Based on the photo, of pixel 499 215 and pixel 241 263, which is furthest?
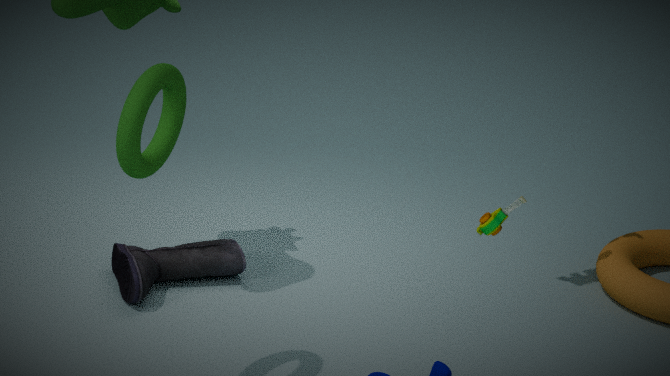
pixel 241 263
